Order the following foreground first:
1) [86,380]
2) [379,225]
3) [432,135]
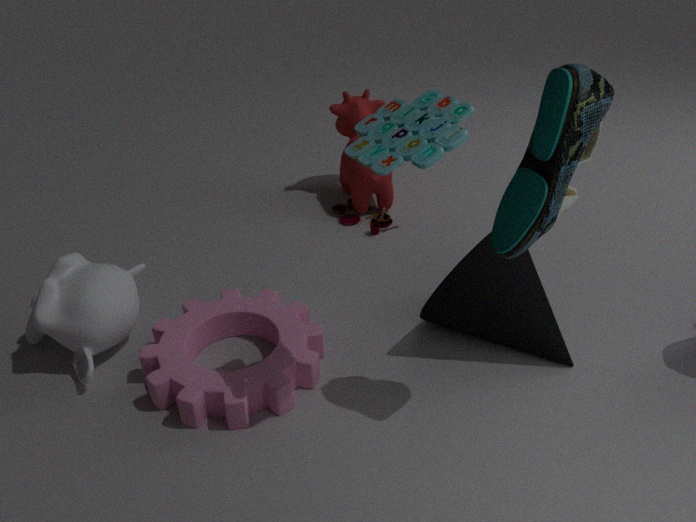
3, 1, 2
